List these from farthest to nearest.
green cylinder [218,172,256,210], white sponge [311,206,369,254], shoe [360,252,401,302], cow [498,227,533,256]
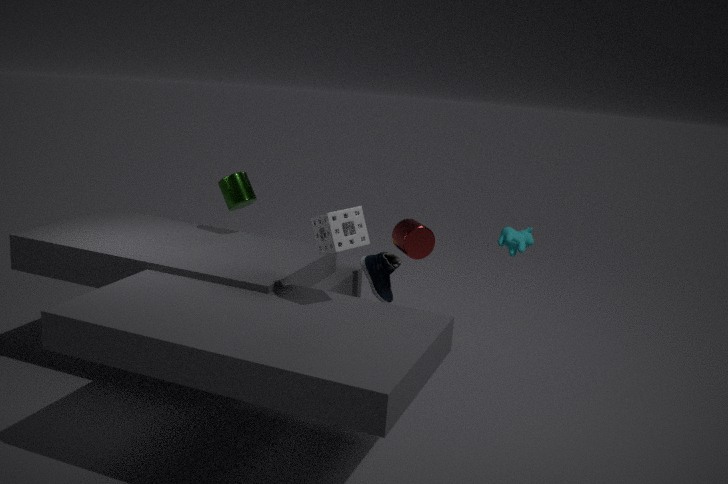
1. green cylinder [218,172,256,210]
2. shoe [360,252,401,302]
3. cow [498,227,533,256]
4. white sponge [311,206,369,254]
